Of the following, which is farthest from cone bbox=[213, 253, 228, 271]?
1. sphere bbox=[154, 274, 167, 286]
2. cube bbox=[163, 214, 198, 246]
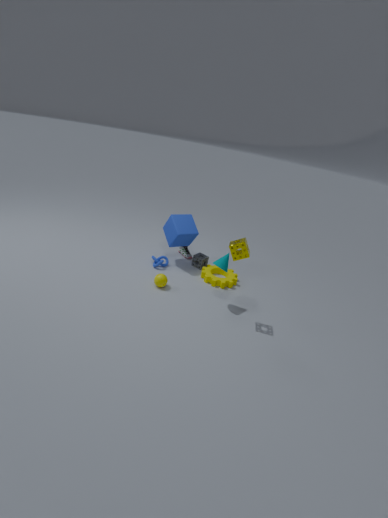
cube bbox=[163, 214, 198, 246]
